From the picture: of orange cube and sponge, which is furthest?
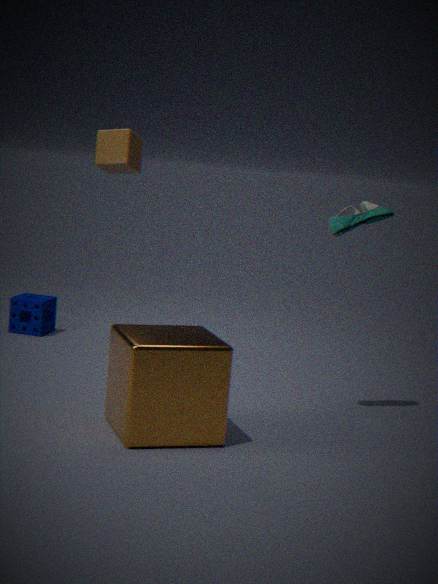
sponge
